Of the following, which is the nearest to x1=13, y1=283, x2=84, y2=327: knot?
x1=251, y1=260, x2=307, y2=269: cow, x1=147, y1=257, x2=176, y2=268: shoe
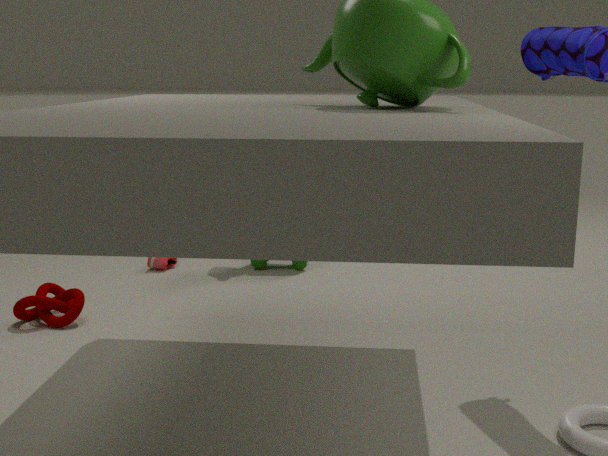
x1=147, y1=257, x2=176, y2=268: shoe
